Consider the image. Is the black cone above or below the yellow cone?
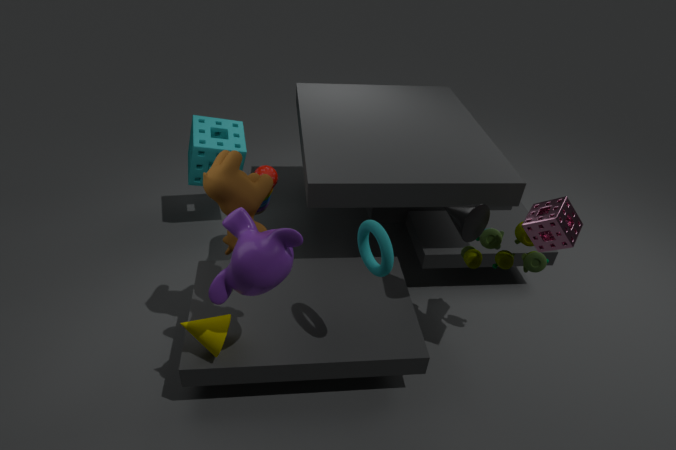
above
